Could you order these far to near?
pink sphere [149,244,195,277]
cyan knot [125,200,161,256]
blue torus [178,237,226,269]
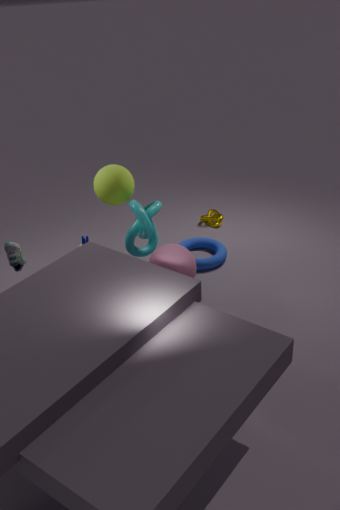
blue torus [178,237,226,269] → cyan knot [125,200,161,256] → pink sphere [149,244,195,277]
